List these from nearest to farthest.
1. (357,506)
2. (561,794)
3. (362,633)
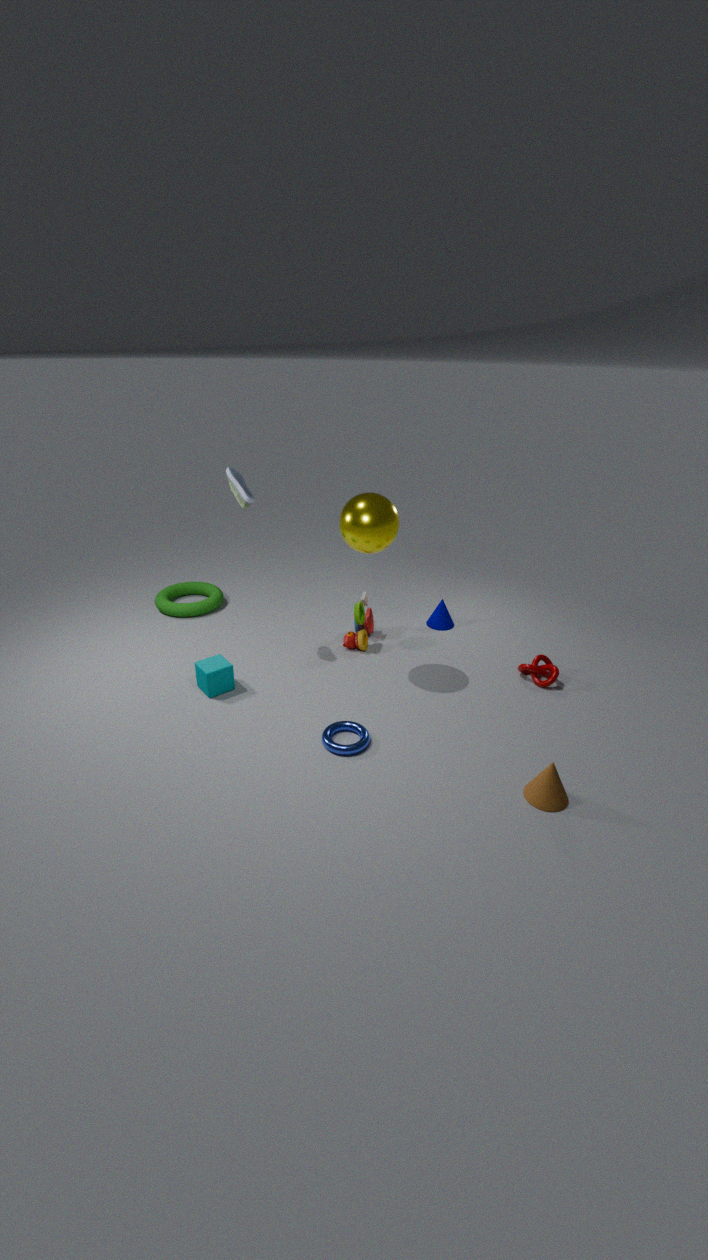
(561,794), (357,506), (362,633)
